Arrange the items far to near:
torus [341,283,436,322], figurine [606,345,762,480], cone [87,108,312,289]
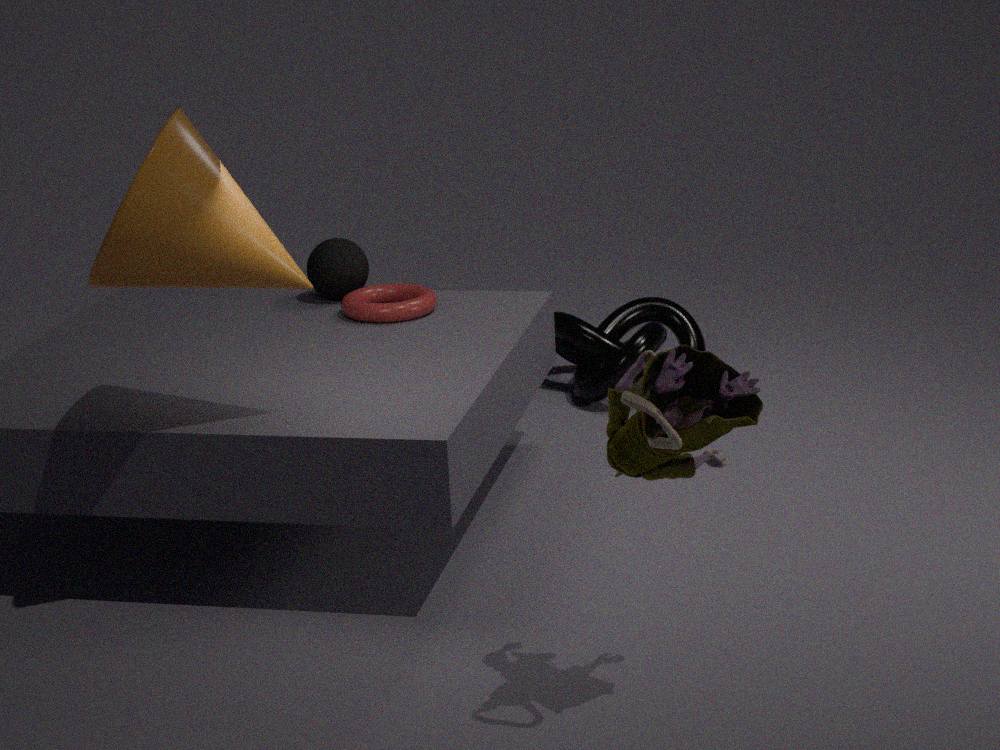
torus [341,283,436,322] < cone [87,108,312,289] < figurine [606,345,762,480]
